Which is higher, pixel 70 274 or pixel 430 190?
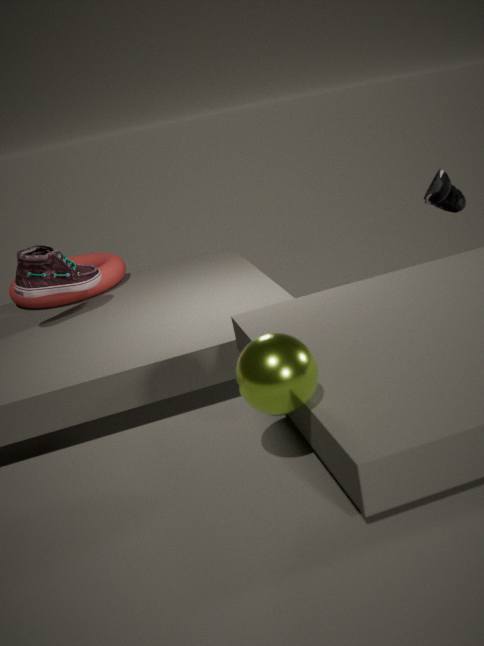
pixel 430 190
